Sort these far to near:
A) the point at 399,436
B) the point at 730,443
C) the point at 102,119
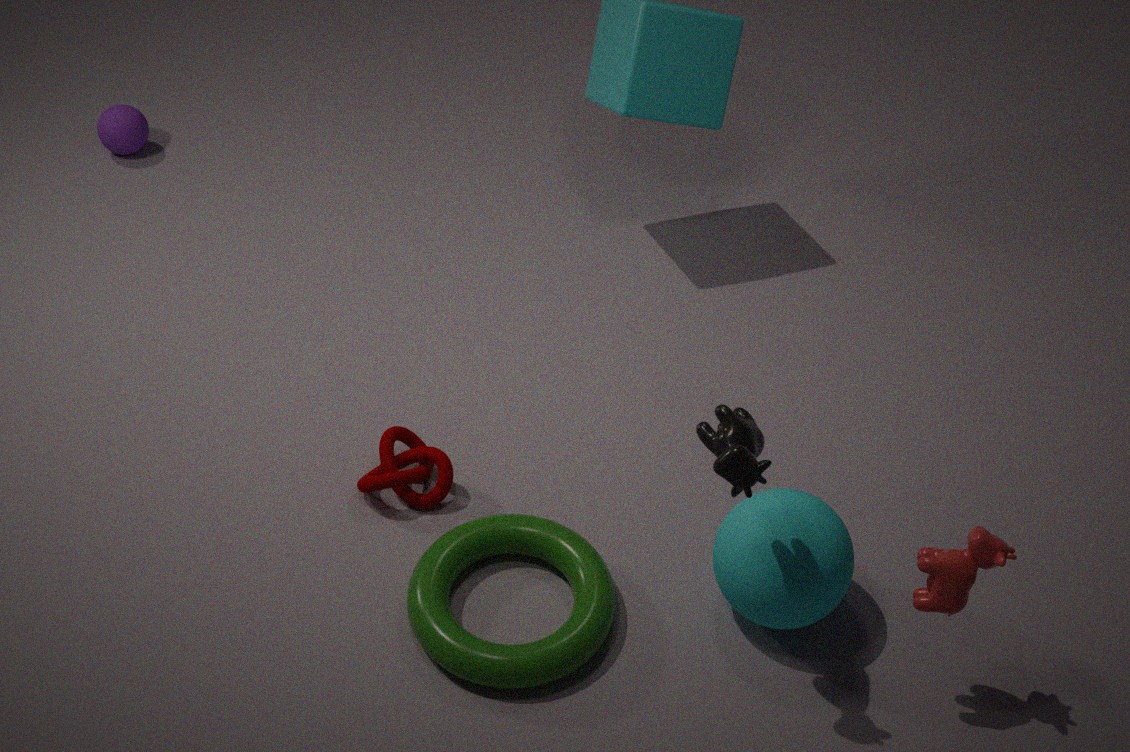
the point at 102,119, the point at 399,436, the point at 730,443
